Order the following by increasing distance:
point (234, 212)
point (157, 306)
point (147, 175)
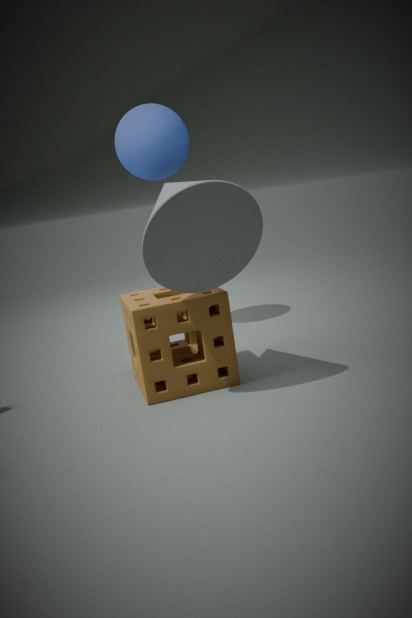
point (234, 212), point (157, 306), point (147, 175)
